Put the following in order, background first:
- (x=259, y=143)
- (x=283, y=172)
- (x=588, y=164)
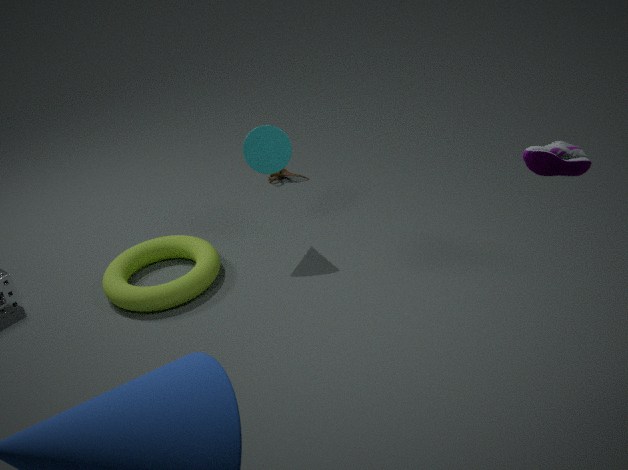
(x=283, y=172) < (x=259, y=143) < (x=588, y=164)
